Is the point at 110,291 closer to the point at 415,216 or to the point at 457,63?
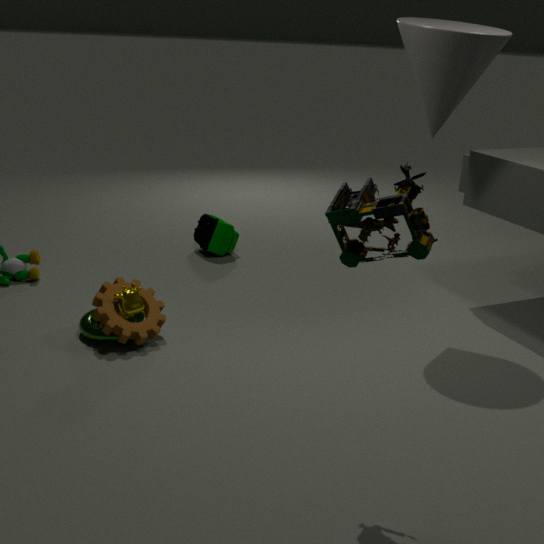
the point at 415,216
